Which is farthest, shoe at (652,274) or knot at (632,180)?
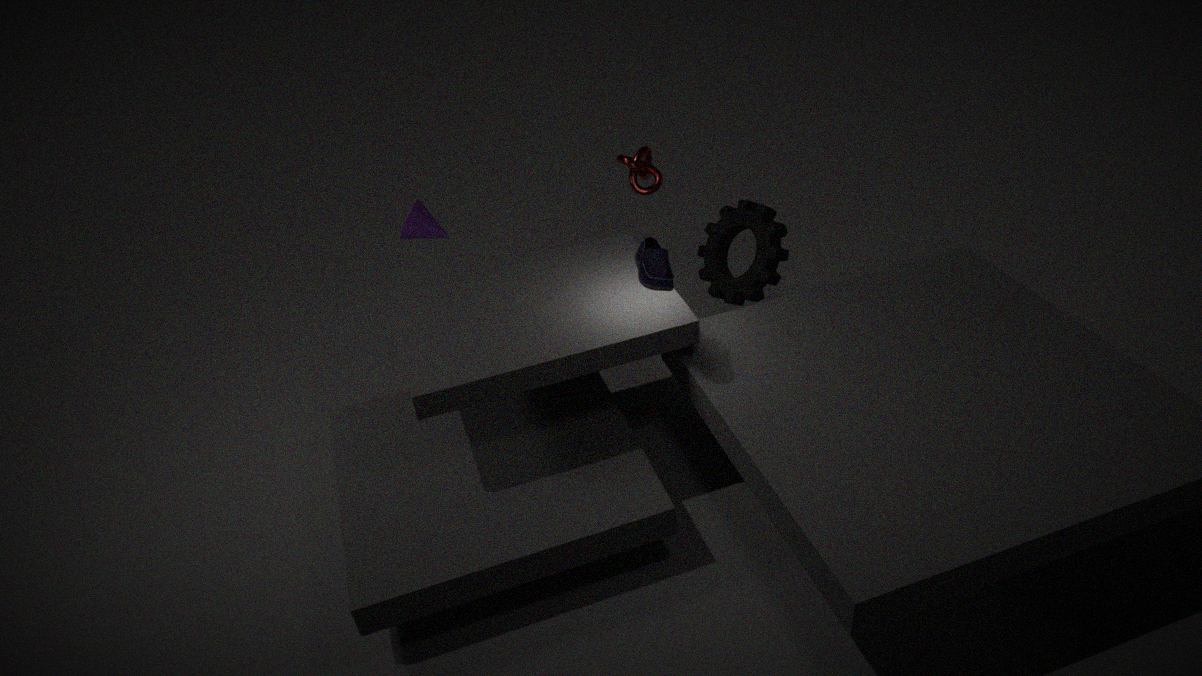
knot at (632,180)
